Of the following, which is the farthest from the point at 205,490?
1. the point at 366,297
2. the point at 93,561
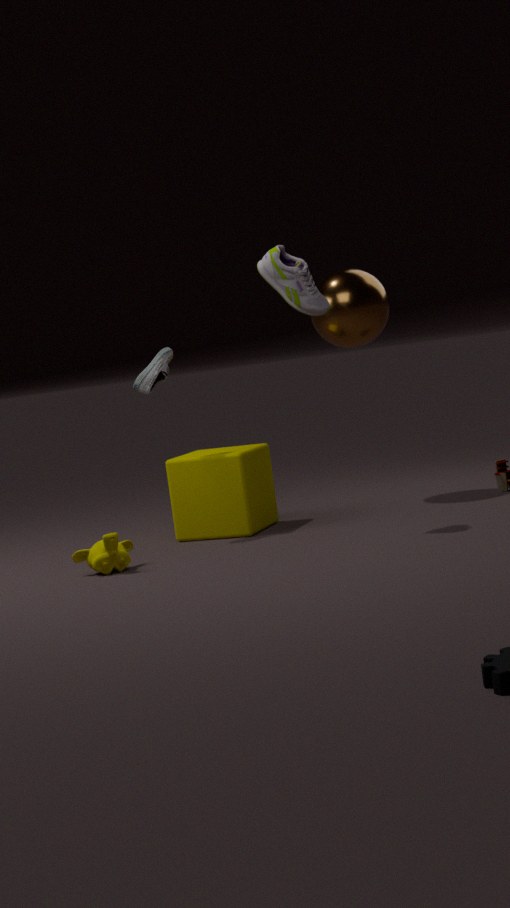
the point at 366,297
